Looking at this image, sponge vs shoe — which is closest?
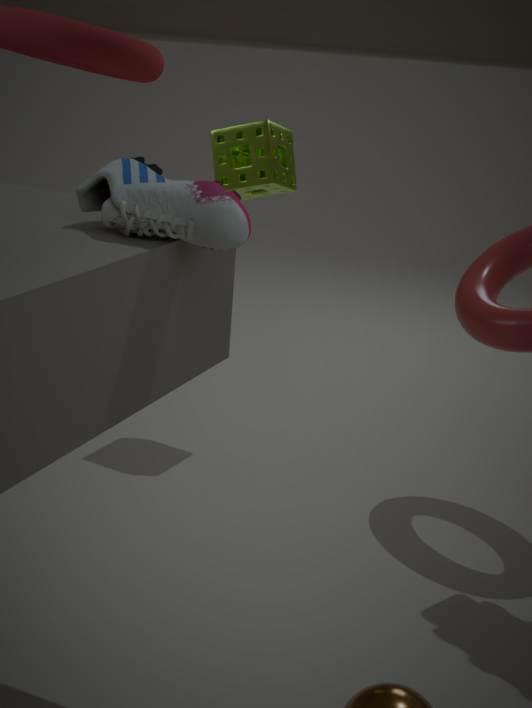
shoe
